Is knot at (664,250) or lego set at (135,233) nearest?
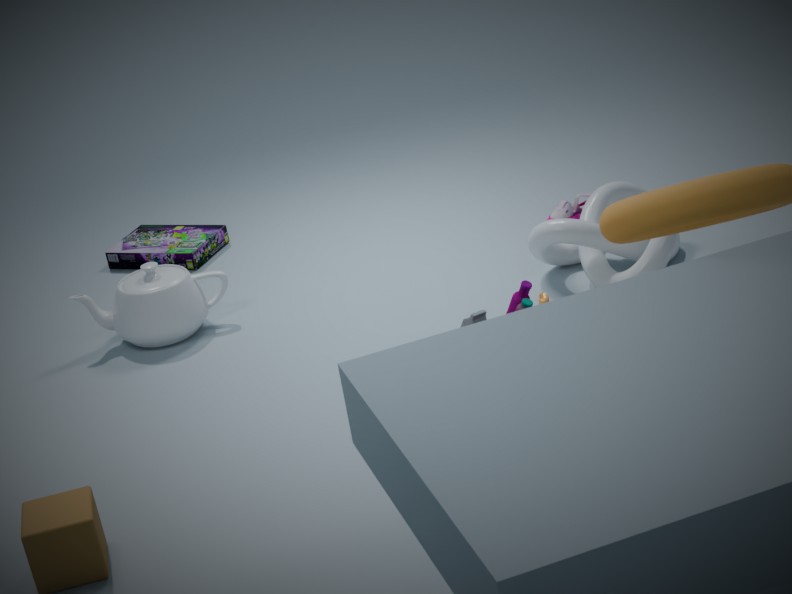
knot at (664,250)
